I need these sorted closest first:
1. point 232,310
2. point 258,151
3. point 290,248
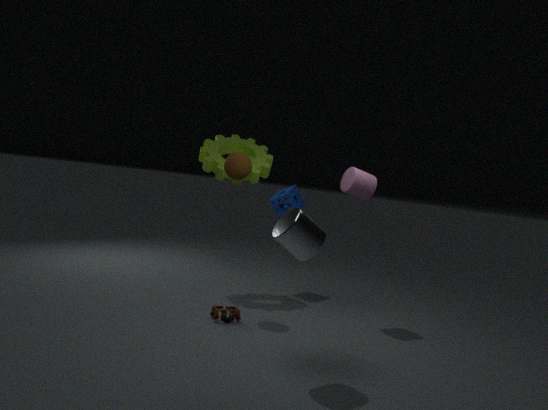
point 290,248
point 232,310
point 258,151
